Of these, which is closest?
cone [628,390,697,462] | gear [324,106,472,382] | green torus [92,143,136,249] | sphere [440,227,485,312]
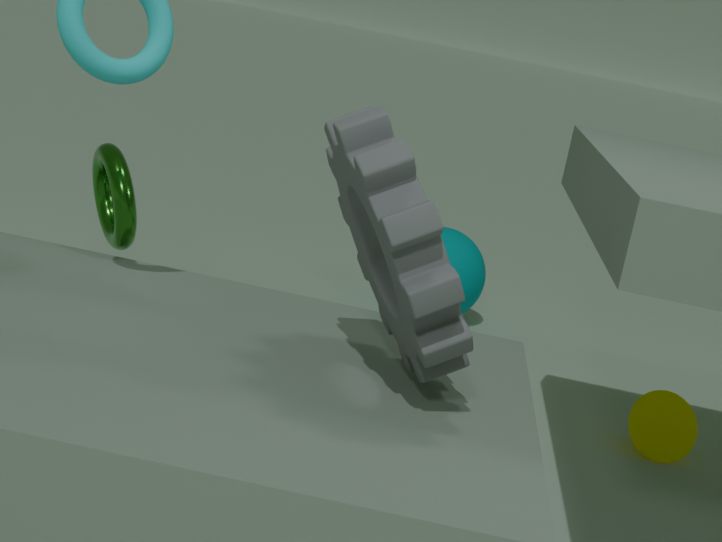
gear [324,106,472,382]
